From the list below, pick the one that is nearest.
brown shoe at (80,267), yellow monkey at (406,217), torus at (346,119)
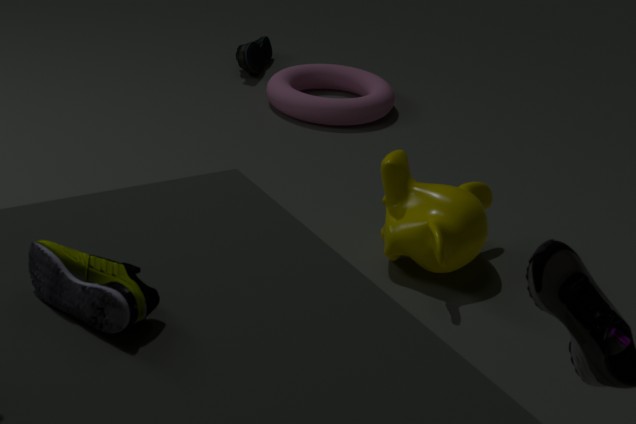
brown shoe at (80,267)
